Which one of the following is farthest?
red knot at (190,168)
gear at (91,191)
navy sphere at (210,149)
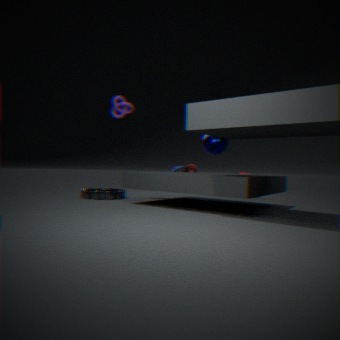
red knot at (190,168)
